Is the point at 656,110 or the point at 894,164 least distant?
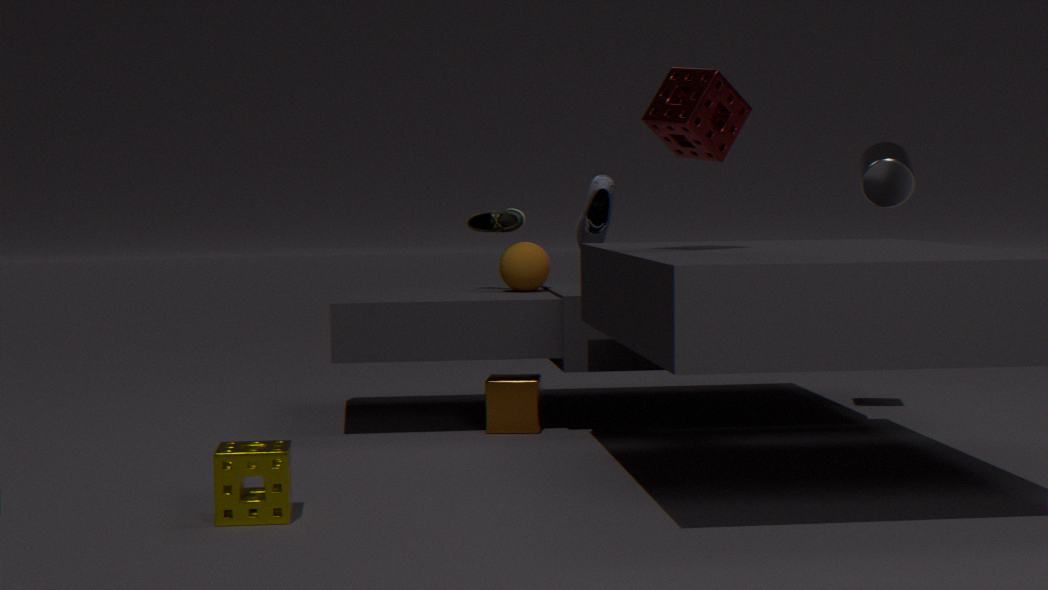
the point at 656,110
